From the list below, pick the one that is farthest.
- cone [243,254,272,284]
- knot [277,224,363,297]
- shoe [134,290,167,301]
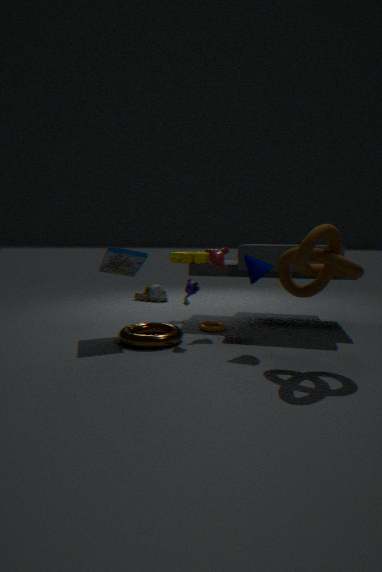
shoe [134,290,167,301]
